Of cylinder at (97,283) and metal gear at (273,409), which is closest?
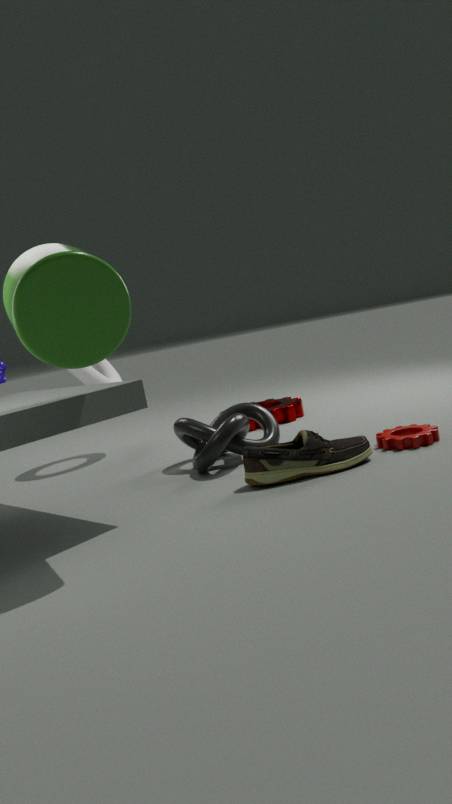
cylinder at (97,283)
